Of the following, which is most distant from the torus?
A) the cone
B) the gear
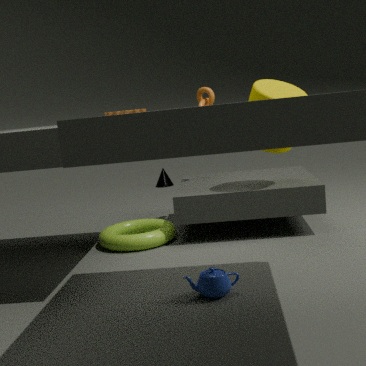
the cone
